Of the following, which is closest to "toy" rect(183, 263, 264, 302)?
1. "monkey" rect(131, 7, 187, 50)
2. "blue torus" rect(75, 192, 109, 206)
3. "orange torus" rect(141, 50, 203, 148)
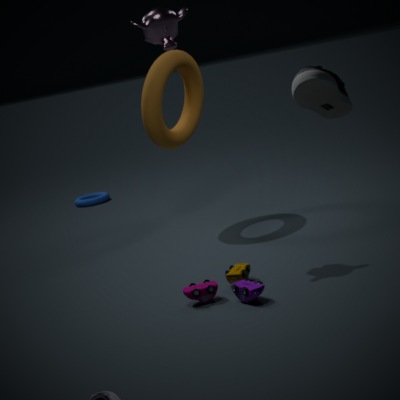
"monkey" rect(131, 7, 187, 50)
